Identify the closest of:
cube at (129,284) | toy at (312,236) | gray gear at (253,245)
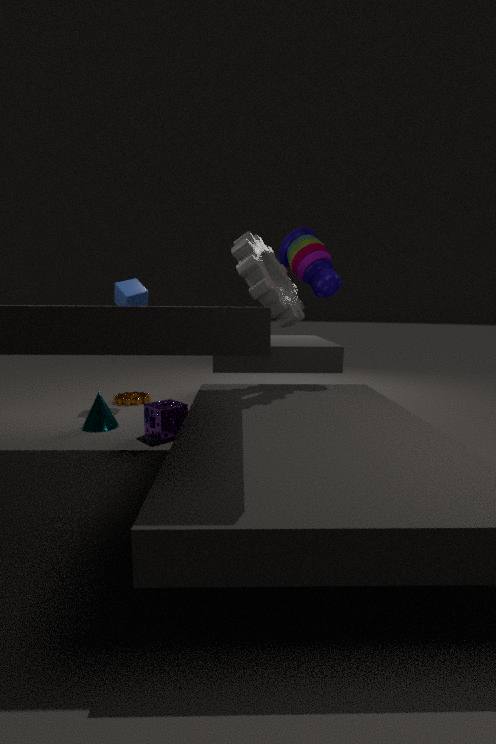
gray gear at (253,245)
